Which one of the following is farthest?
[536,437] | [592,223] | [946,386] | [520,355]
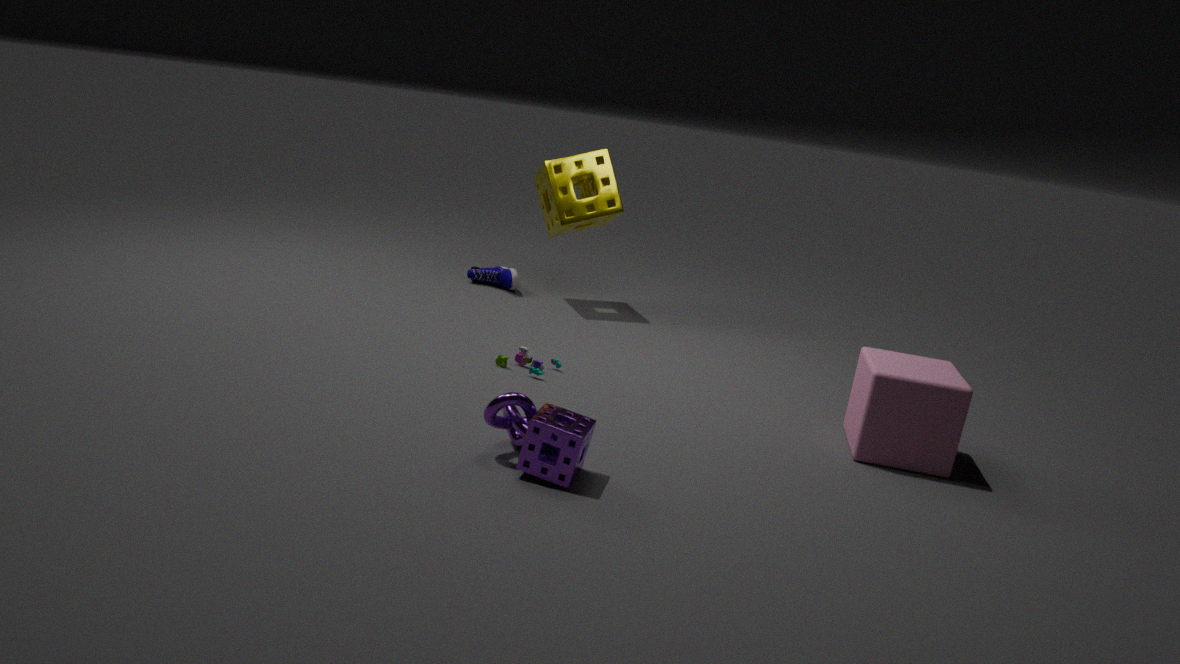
[592,223]
